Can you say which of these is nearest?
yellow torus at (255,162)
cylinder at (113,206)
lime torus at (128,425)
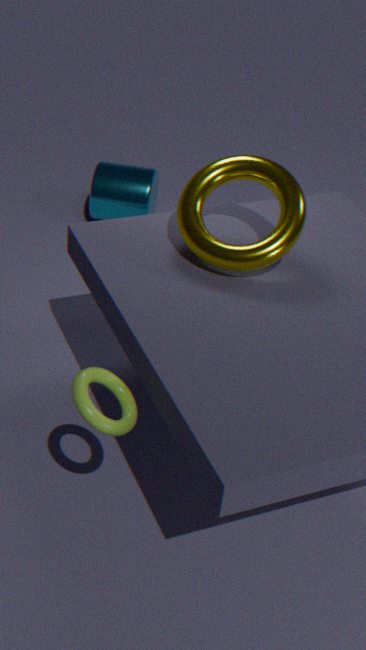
lime torus at (128,425)
